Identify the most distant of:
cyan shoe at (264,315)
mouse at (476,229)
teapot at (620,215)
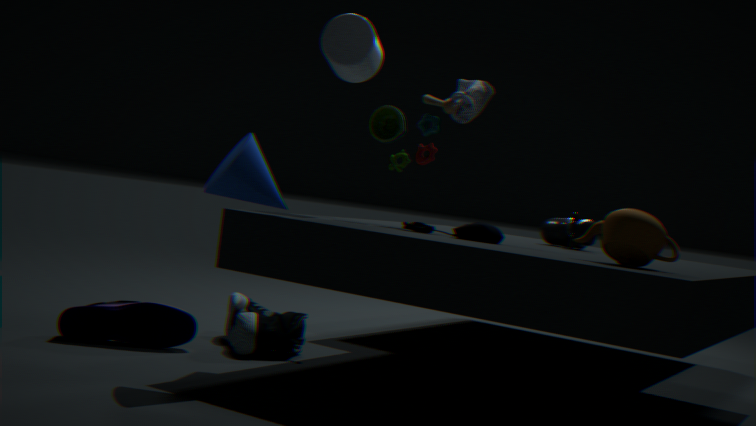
cyan shoe at (264,315)
